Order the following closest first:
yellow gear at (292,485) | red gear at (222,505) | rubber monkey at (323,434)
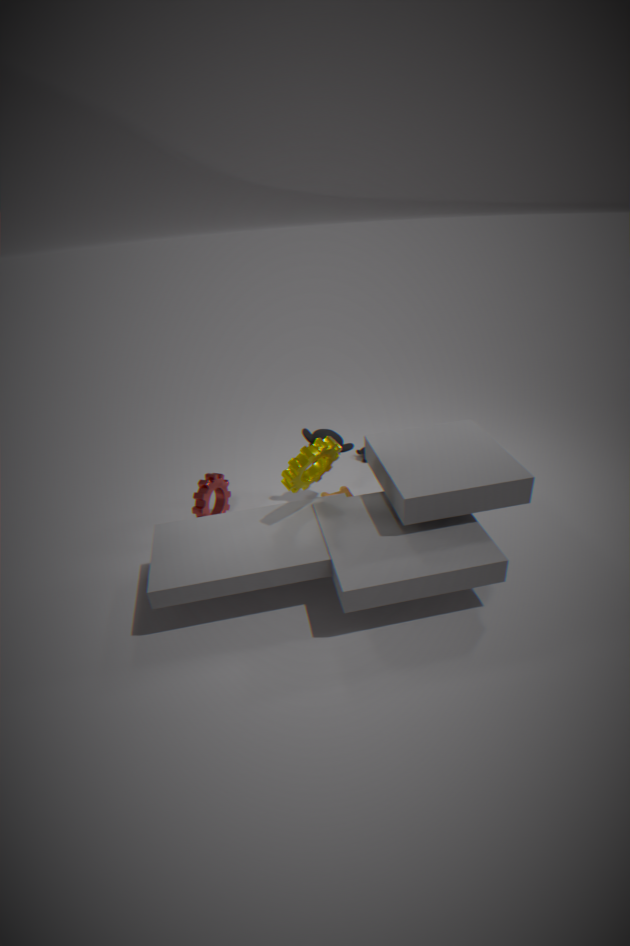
yellow gear at (292,485), red gear at (222,505), rubber monkey at (323,434)
